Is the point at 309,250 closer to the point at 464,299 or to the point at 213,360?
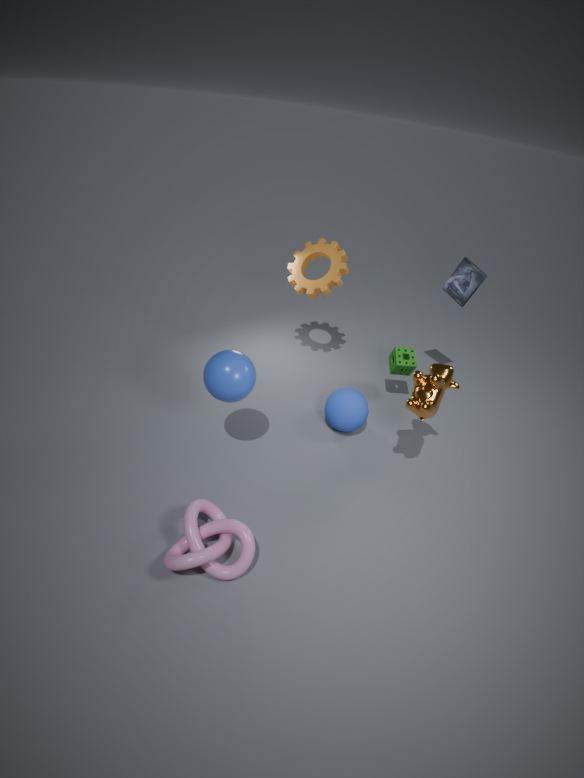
the point at 464,299
